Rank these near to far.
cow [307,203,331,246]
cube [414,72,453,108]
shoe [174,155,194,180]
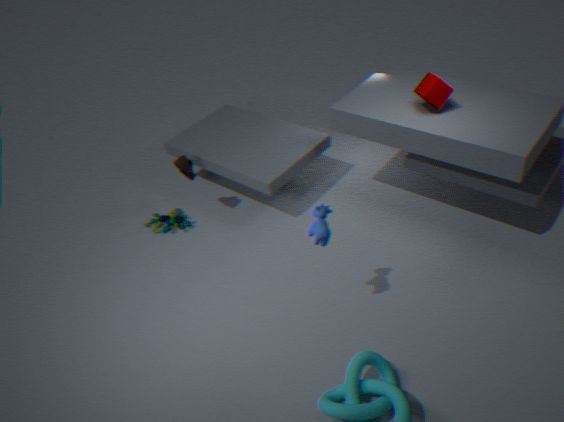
cow [307,203,331,246], cube [414,72,453,108], shoe [174,155,194,180]
